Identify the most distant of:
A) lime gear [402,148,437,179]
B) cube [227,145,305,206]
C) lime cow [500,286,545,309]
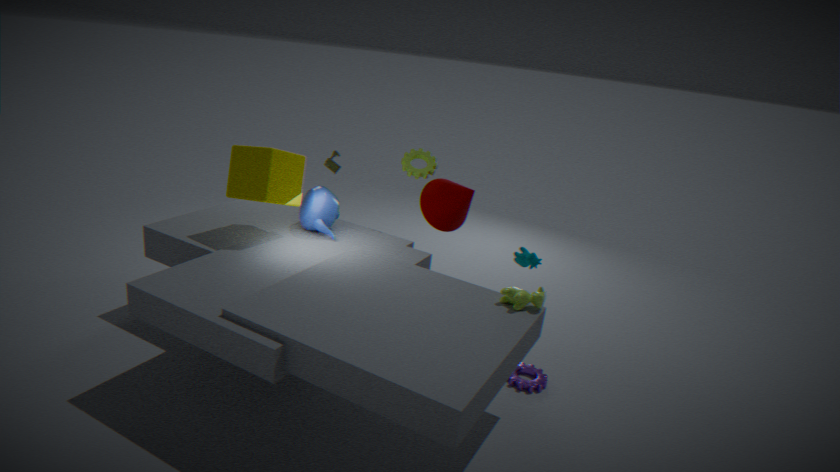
lime gear [402,148,437,179]
